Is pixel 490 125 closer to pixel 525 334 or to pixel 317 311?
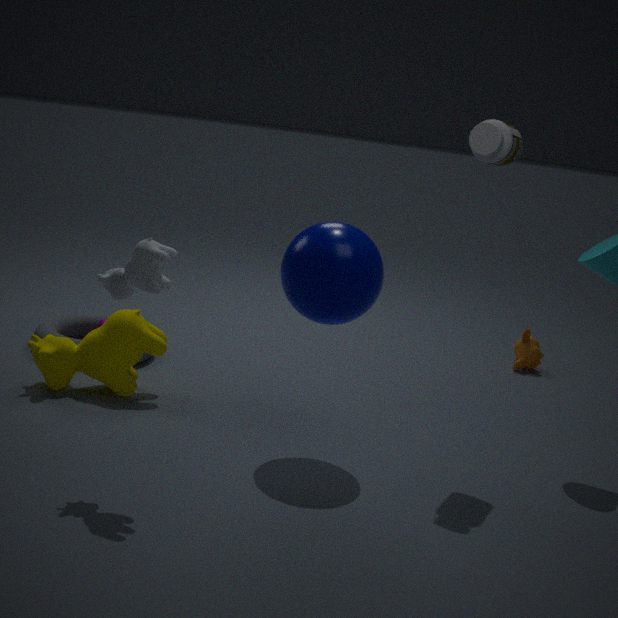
pixel 317 311
